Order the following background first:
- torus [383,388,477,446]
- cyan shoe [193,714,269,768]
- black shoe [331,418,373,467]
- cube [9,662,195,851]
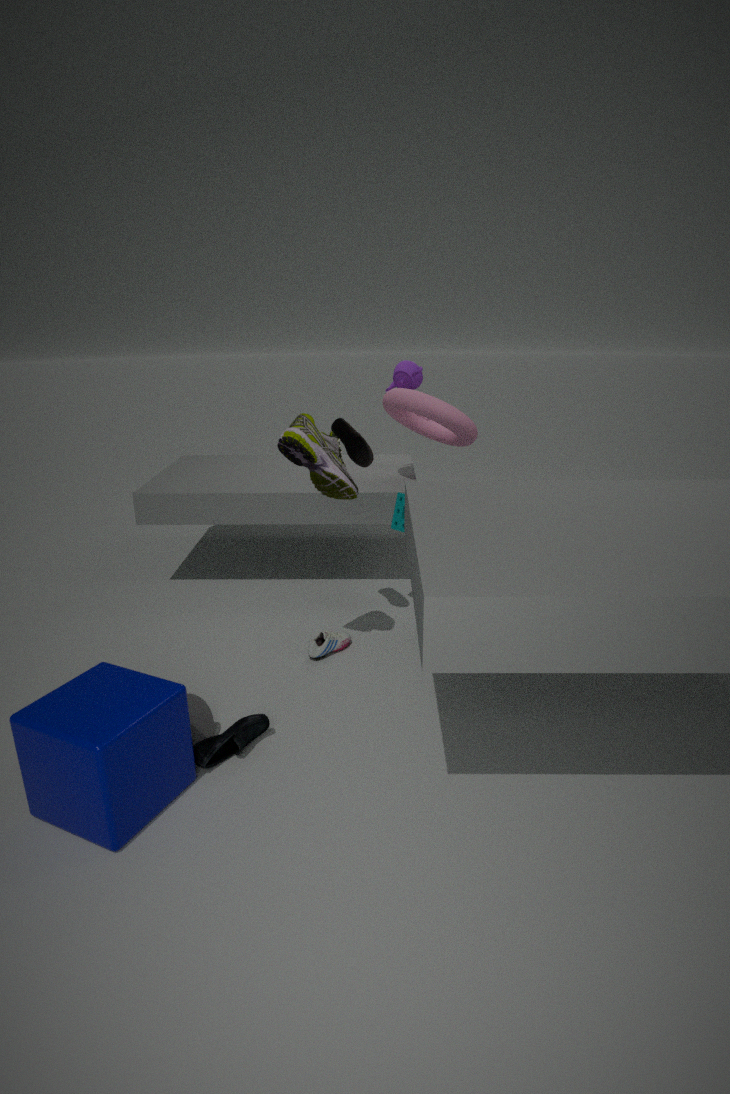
torus [383,388,477,446]
black shoe [331,418,373,467]
cyan shoe [193,714,269,768]
cube [9,662,195,851]
